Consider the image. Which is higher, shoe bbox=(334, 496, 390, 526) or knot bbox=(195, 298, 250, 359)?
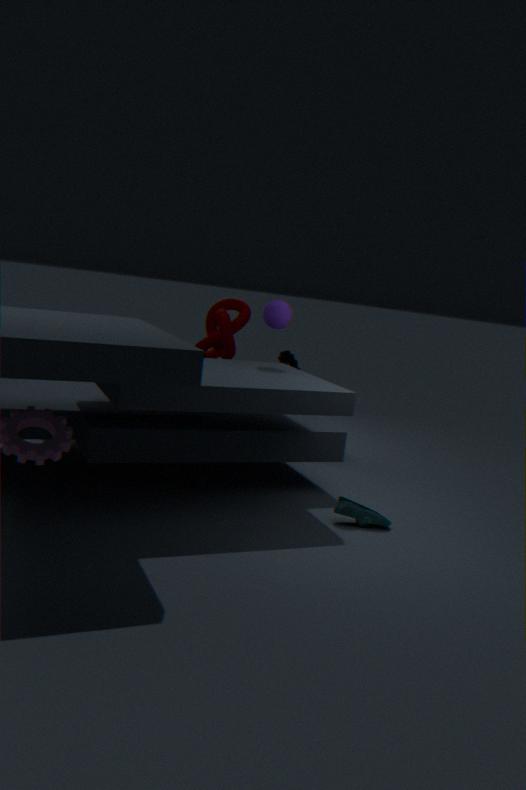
knot bbox=(195, 298, 250, 359)
